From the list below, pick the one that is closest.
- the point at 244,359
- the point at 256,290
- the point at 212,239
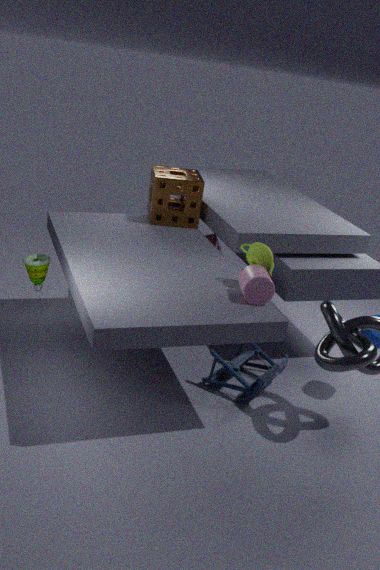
the point at 256,290
